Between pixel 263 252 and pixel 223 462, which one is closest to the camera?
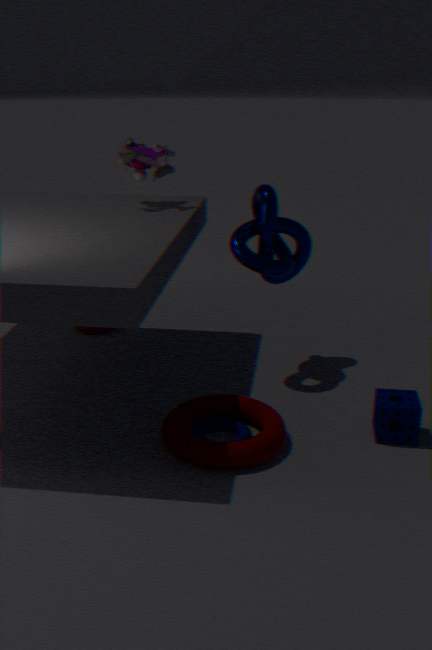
pixel 223 462
